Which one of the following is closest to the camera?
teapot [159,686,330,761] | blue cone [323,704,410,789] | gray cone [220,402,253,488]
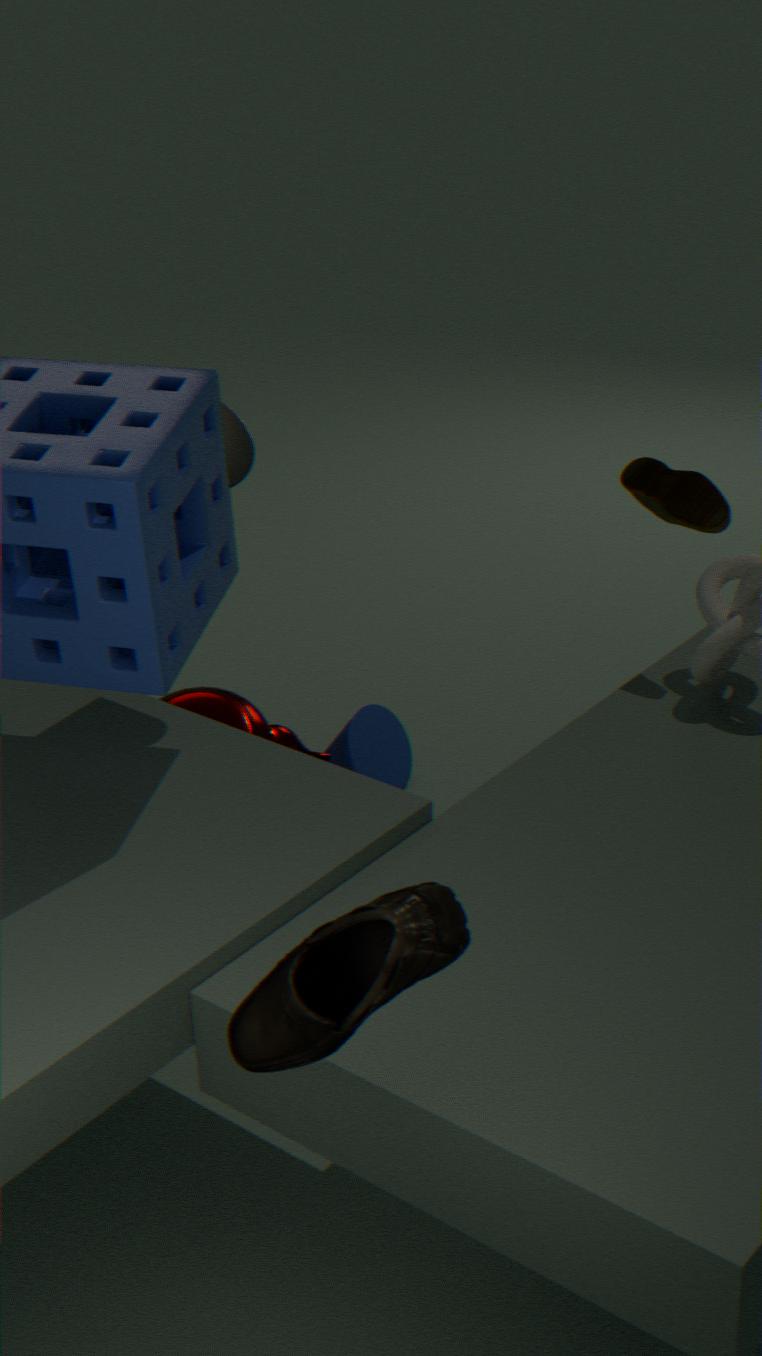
gray cone [220,402,253,488]
